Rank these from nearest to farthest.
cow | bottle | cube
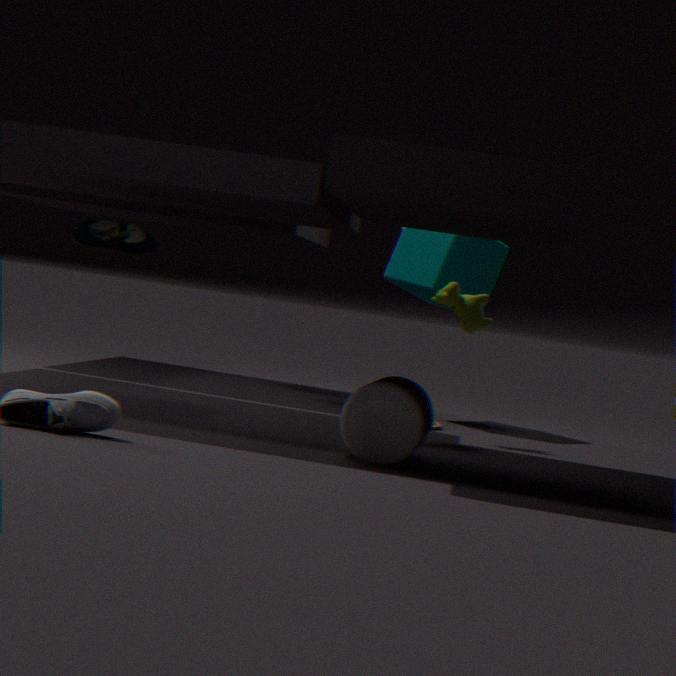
bottle
cow
cube
